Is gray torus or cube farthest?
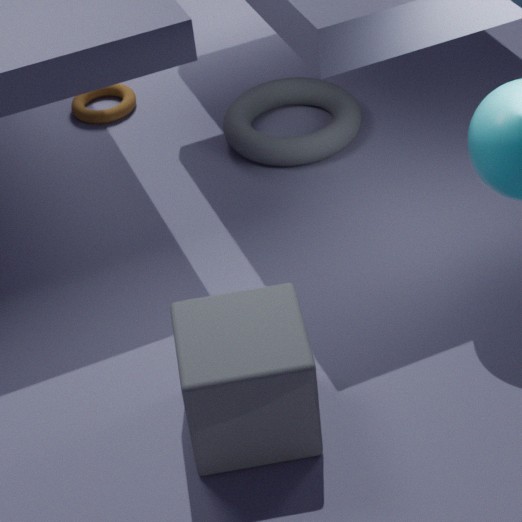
gray torus
